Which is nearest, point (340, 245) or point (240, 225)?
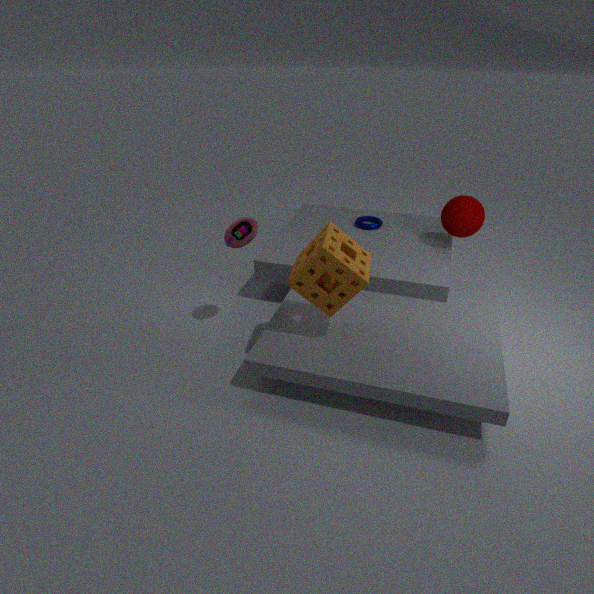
point (340, 245)
